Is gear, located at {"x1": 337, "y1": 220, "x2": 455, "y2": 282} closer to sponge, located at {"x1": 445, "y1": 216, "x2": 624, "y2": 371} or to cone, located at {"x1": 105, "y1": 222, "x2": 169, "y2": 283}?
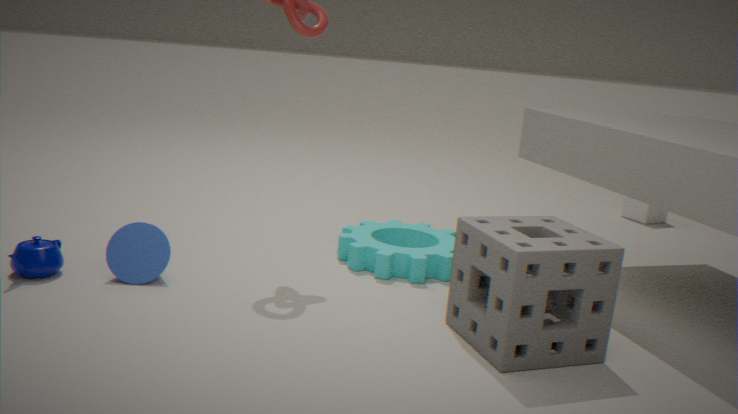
sponge, located at {"x1": 445, "y1": 216, "x2": 624, "y2": 371}
